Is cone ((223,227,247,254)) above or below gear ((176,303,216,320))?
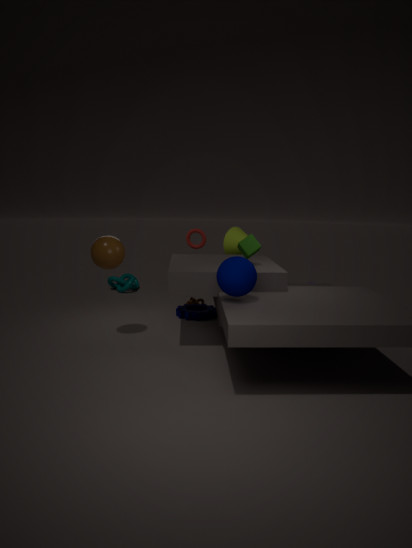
above
